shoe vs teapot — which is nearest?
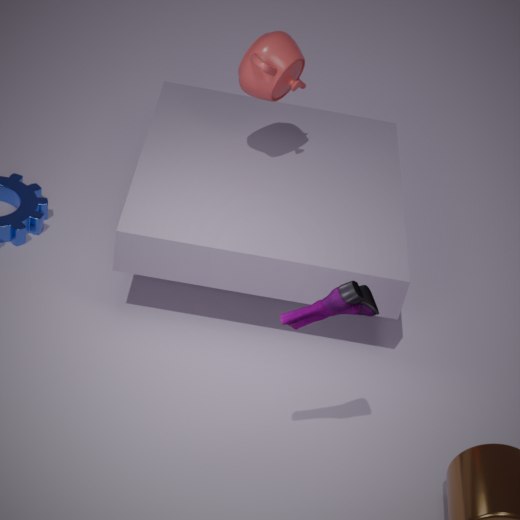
shoe
